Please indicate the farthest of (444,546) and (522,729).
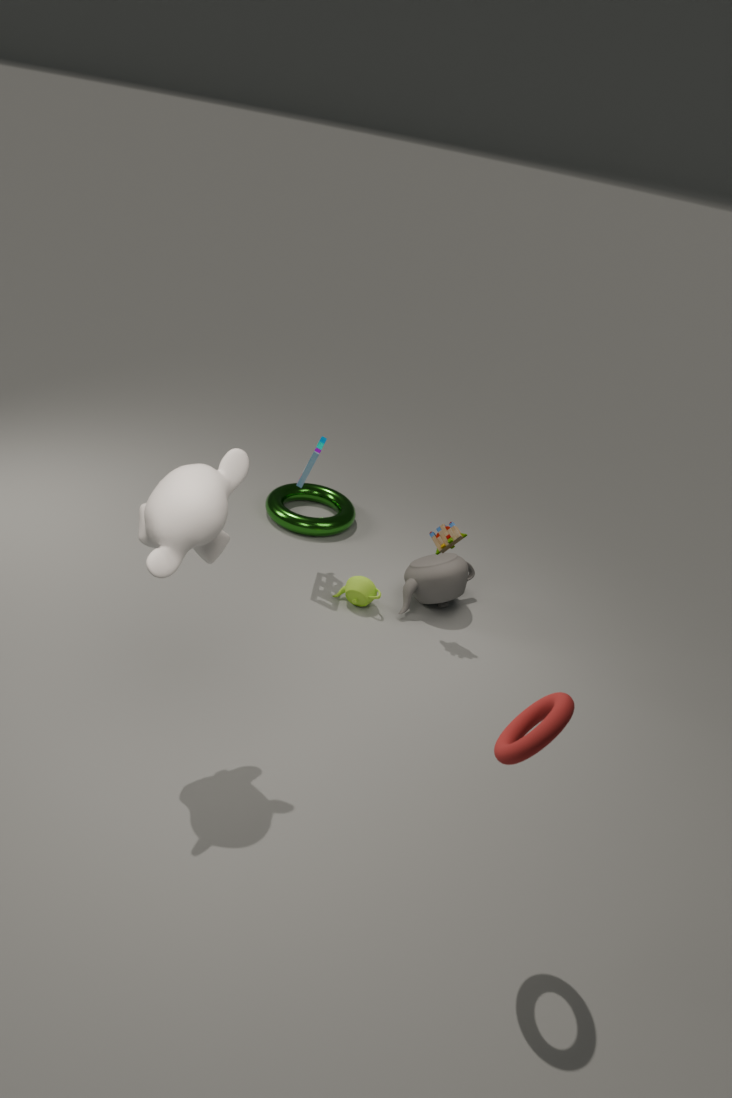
(444,546)
